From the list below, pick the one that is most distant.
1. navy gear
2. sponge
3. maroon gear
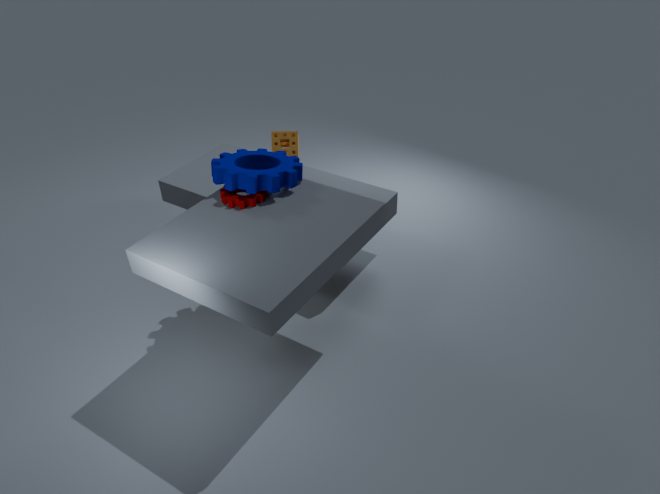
sponge
